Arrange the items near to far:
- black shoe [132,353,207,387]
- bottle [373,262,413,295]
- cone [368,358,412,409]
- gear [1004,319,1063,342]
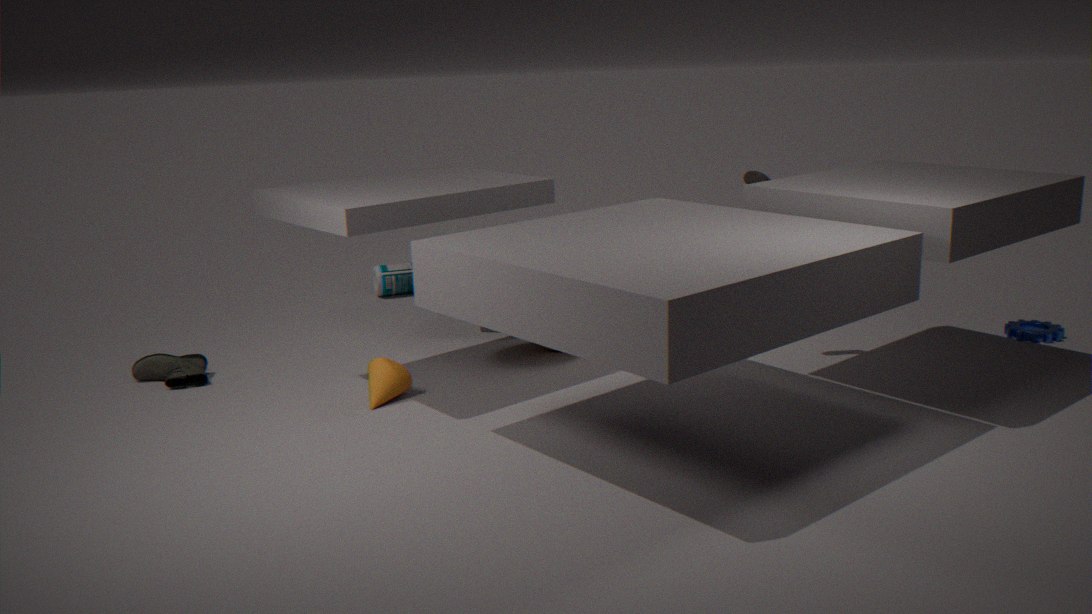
cone [368,358,412,409], black shoe [132,353,207,387], gear [1004,319,1063,342], bottle [373,262,413,295]
